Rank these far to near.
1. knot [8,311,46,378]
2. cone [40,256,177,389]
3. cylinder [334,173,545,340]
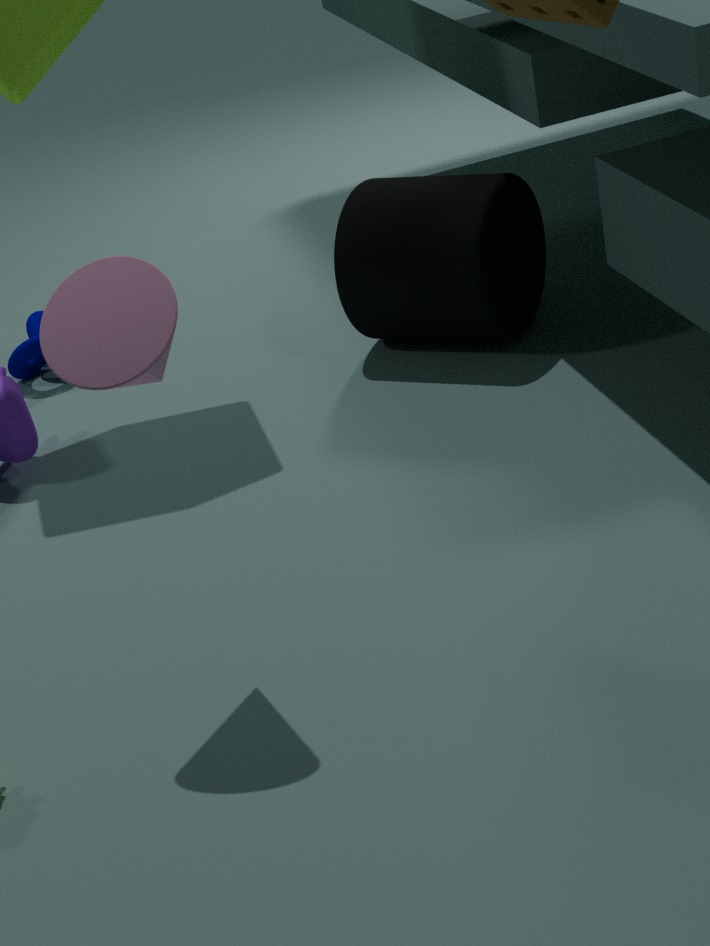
knot [8,311,46,378], cylinder [334,173,545,340], cone [40,256,177,389]
